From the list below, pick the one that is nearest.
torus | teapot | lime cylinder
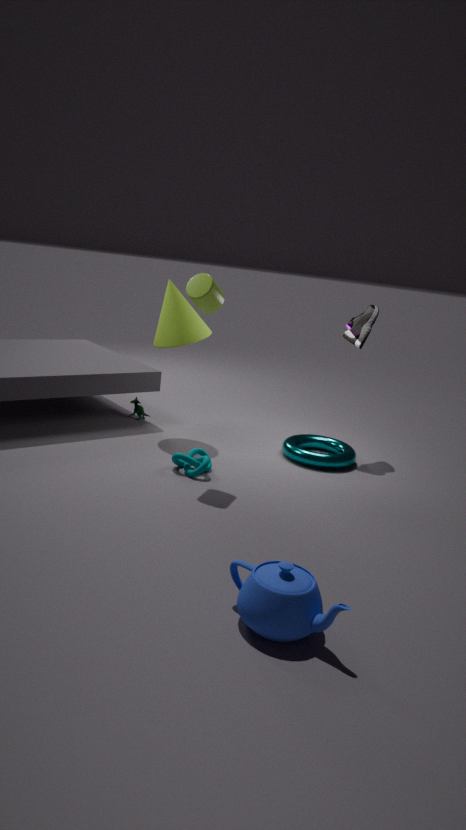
teapot
